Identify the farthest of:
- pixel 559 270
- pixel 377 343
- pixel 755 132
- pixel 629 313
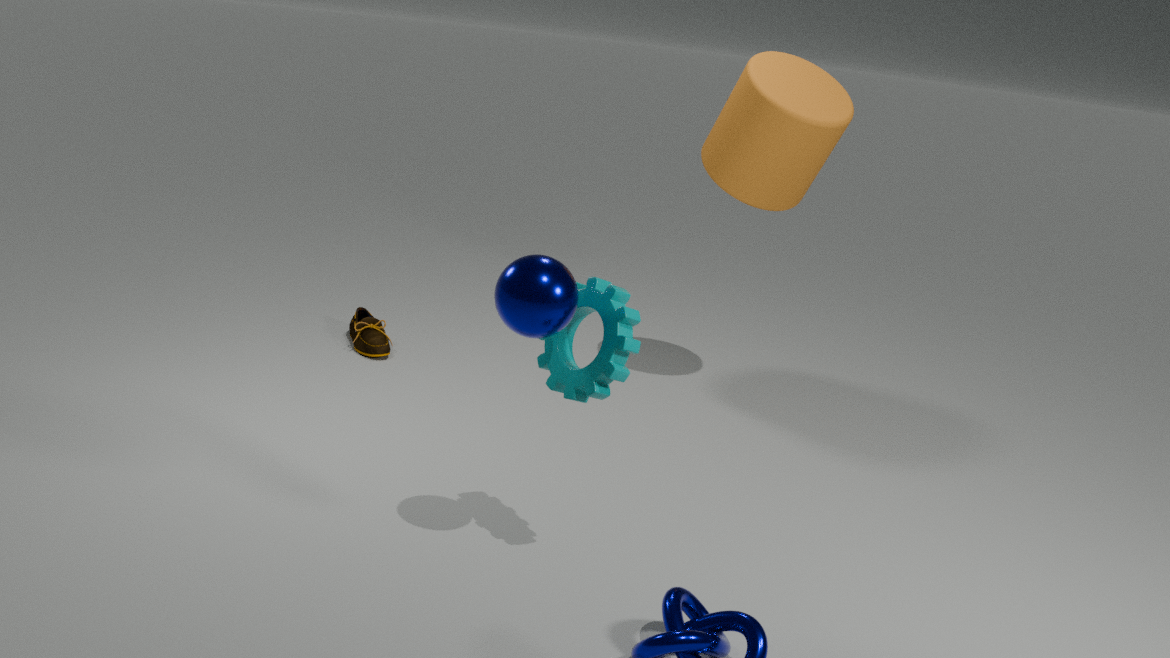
pixel 377 343
